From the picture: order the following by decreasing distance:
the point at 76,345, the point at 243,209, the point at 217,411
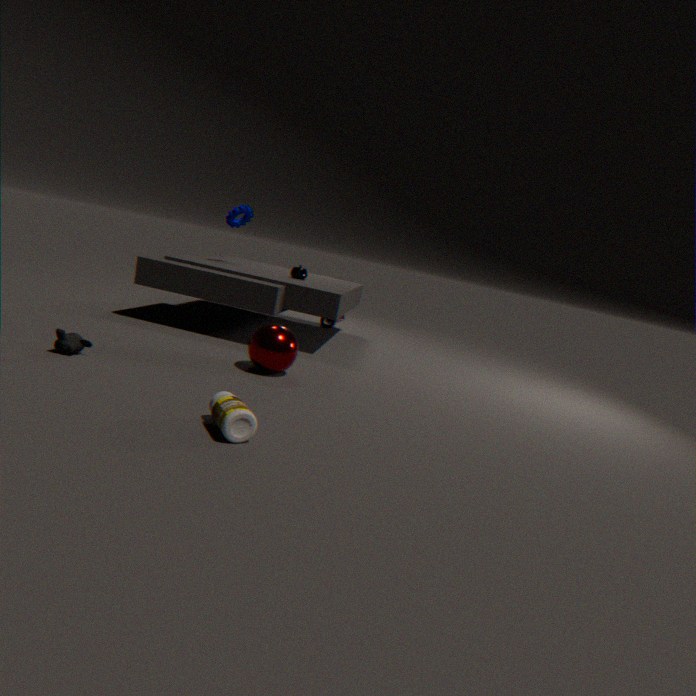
the point at 243,209 < the point at 76,345 < the point at 217,411
